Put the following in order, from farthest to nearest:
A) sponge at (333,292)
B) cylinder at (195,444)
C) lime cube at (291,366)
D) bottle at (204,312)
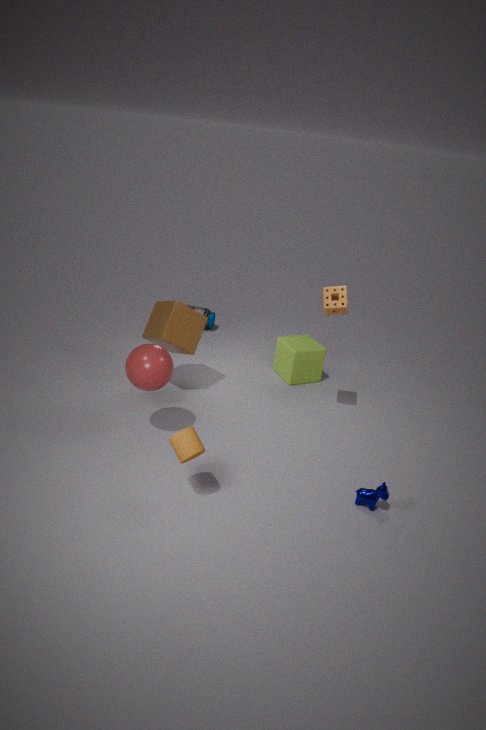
bottle at (204,312) < lime cube at (291,366) < sponge at (333,292) < cylinder at (195,444)
